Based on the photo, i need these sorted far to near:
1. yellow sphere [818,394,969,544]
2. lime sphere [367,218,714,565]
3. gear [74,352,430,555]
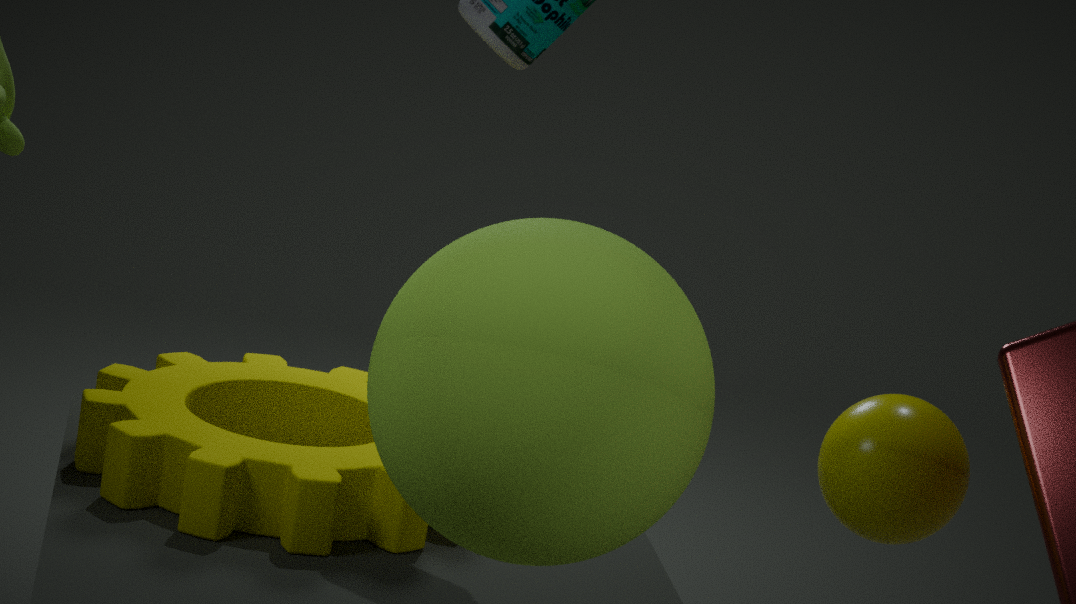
gear [74,352,430,555] < yellow sphere [818,394,969,544] < lime sphere [367,218,714,565]
